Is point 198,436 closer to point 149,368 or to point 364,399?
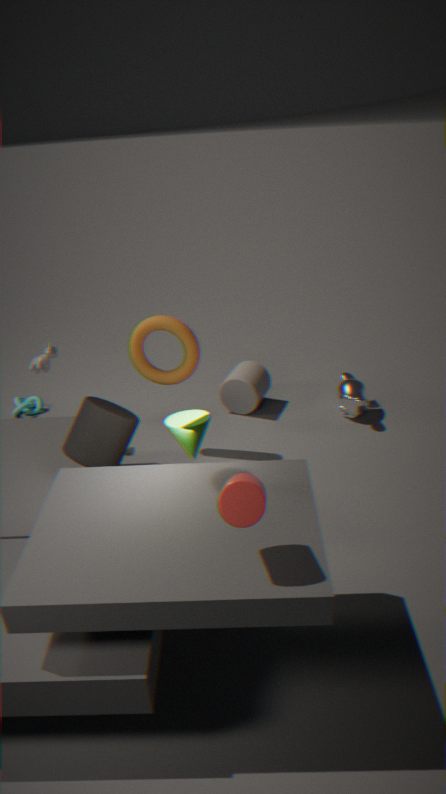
point 149,368
